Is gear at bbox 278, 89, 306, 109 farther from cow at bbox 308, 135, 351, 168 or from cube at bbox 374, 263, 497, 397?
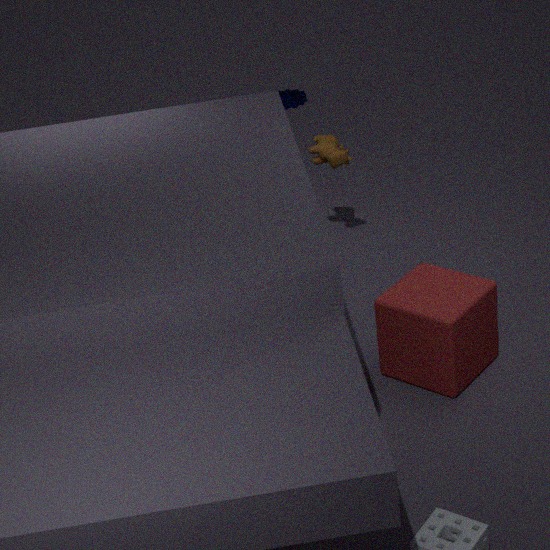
cube at bbox 374, 263, 497, 397
